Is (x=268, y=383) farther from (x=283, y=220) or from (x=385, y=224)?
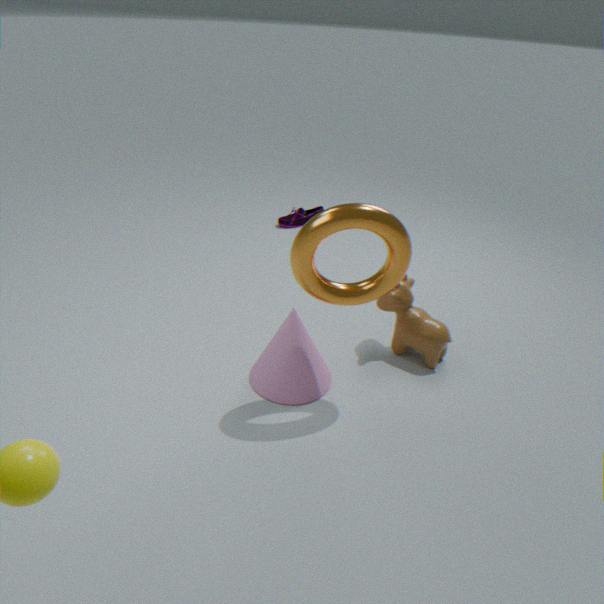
(x=283, y=220)
